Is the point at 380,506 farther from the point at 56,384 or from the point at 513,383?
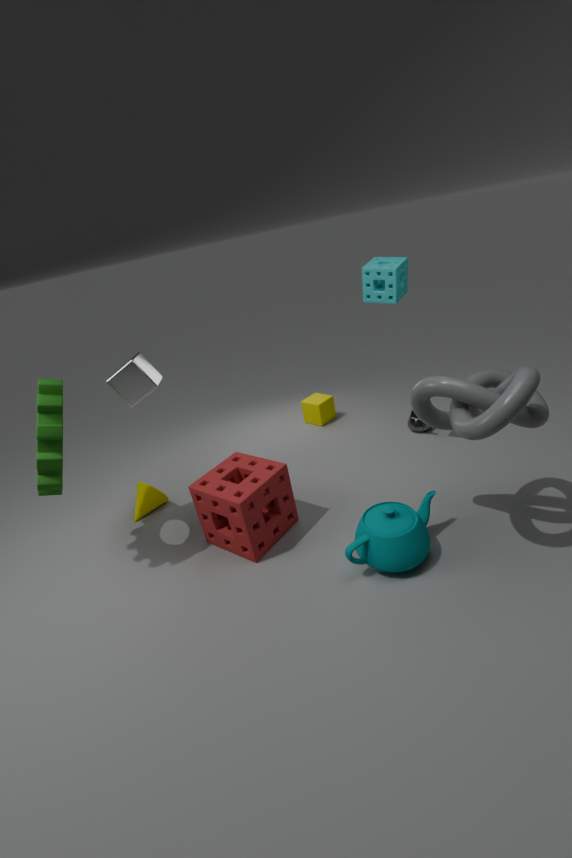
the point at 56,384
